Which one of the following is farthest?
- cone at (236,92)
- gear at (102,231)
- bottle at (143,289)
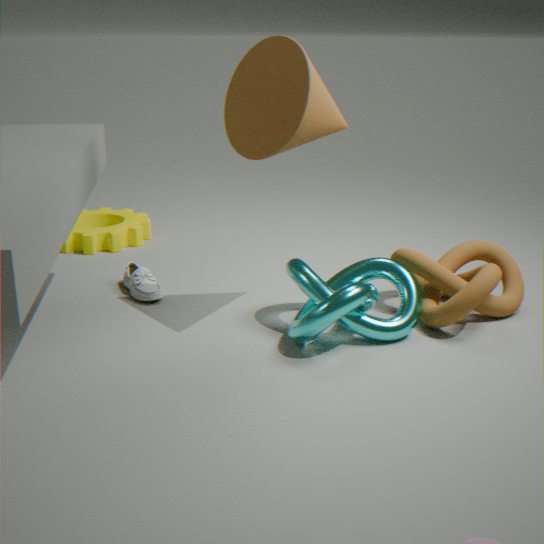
gear at (102,231)
